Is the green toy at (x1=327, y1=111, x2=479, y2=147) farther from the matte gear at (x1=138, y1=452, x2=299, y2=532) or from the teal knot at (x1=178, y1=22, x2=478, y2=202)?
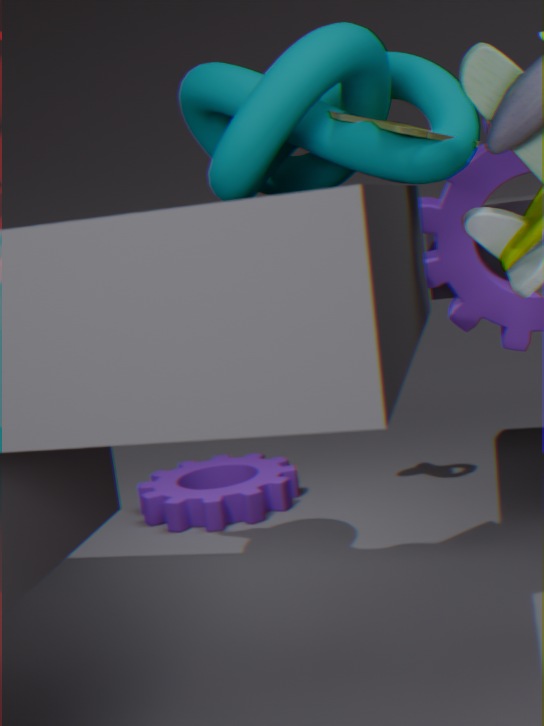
the matte gear at (x1=138, y1=452, x2=299, y2=532)
